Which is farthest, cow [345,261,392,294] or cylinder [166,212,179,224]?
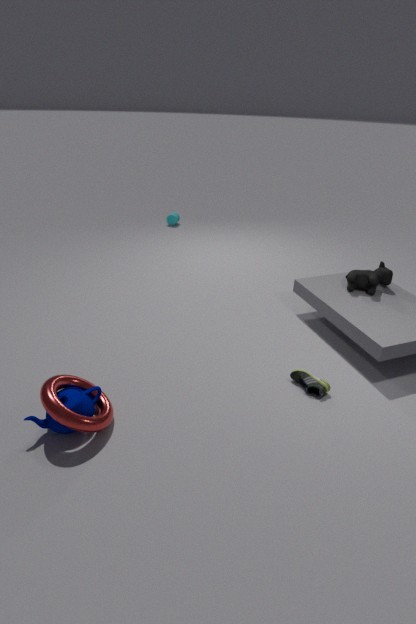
cylinder [166,212,179,224]
